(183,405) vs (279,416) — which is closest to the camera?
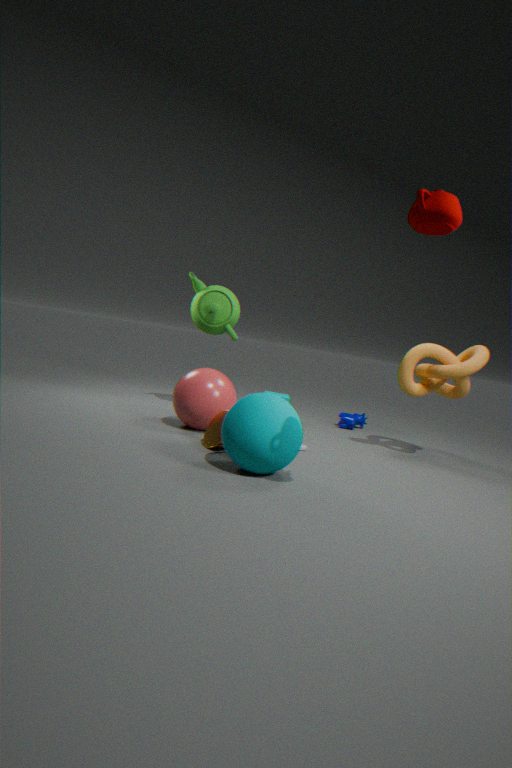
(279,416)
